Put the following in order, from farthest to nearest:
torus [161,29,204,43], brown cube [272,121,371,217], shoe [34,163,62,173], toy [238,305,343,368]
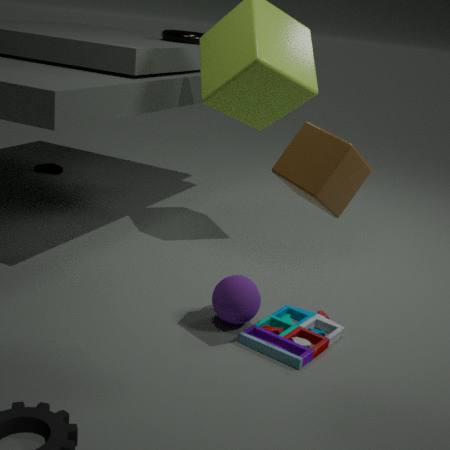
shoe [34,163,62,173]
torus [161,29,204,43]
toy [238,305,343,368]
brown cube [272,121,371,217]
